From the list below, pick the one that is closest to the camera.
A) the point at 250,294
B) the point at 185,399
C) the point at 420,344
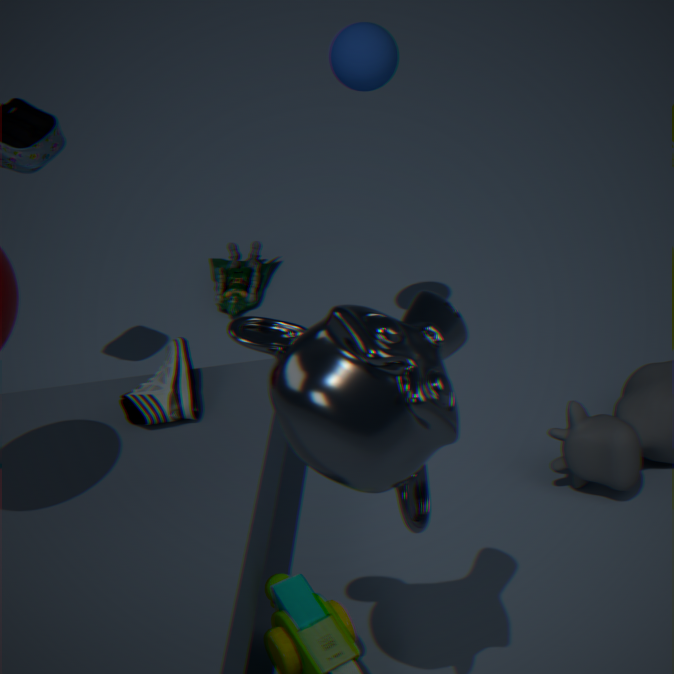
the point at 420,344
